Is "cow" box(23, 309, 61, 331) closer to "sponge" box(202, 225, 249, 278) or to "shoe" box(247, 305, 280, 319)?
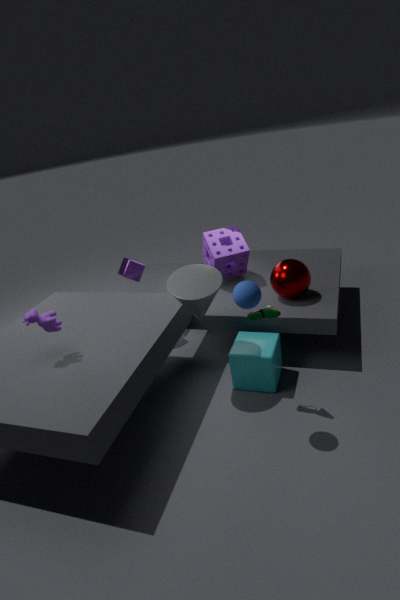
"shoe" box(247, 305, 280, 319)
